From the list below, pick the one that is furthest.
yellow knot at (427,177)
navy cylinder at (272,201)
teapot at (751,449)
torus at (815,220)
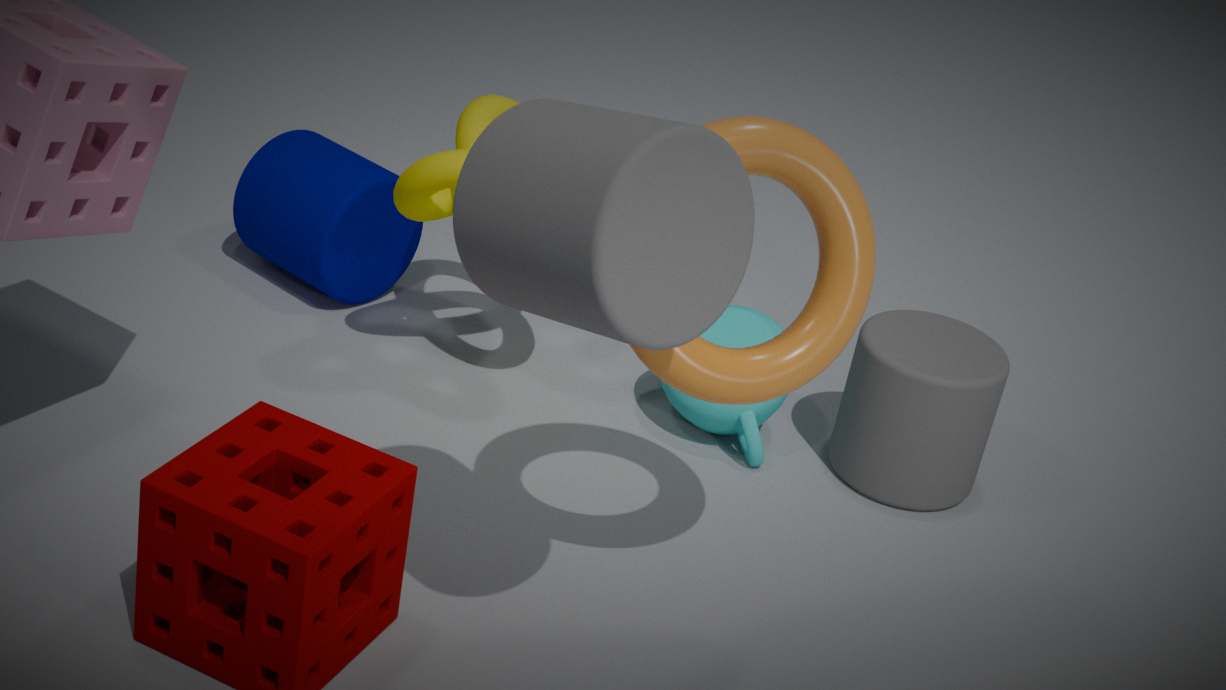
navy cylinder at (272,201)
